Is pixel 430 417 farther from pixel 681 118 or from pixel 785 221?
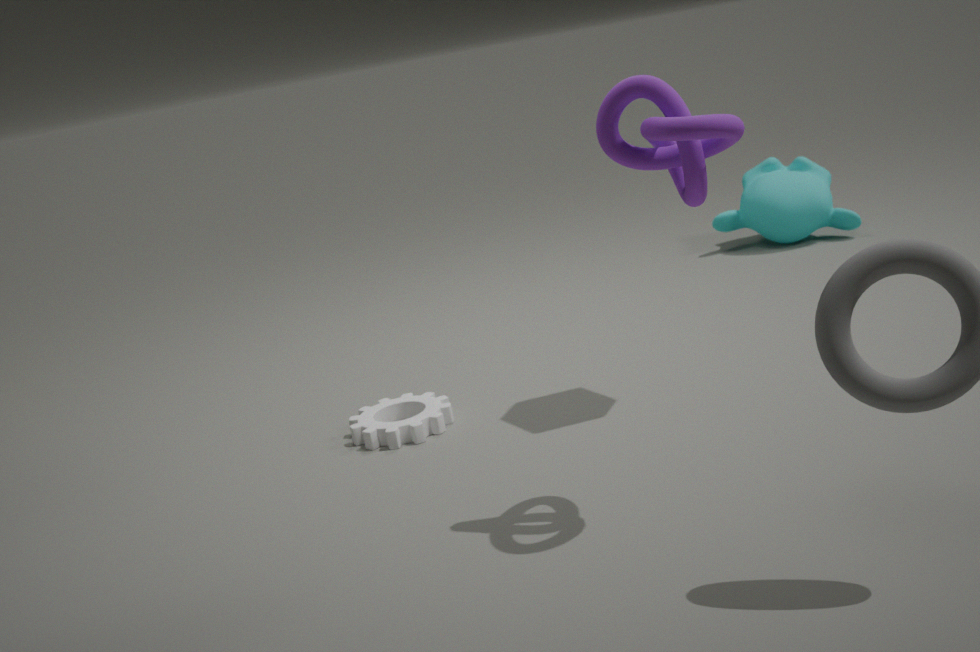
pixel 785 221
